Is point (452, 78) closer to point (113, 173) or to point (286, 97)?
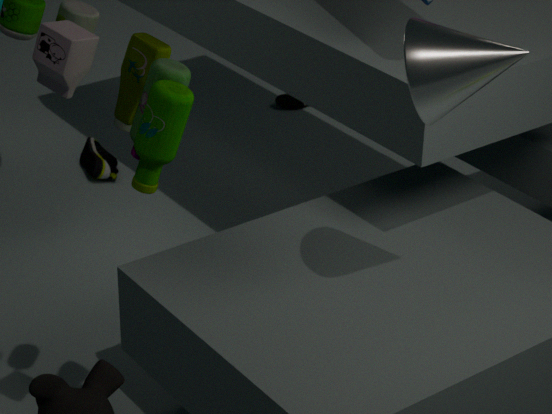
point (113, 173)
